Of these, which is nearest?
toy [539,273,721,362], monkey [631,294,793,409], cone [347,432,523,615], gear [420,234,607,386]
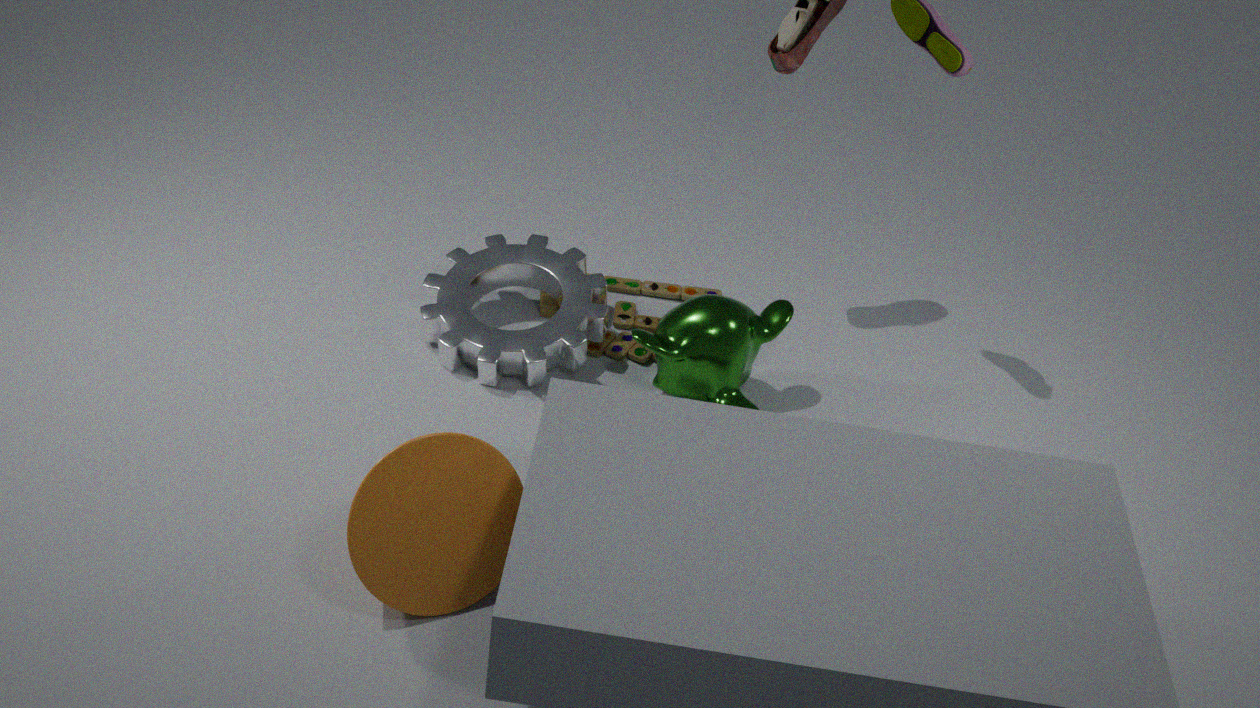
cone [347,432,523,615]
